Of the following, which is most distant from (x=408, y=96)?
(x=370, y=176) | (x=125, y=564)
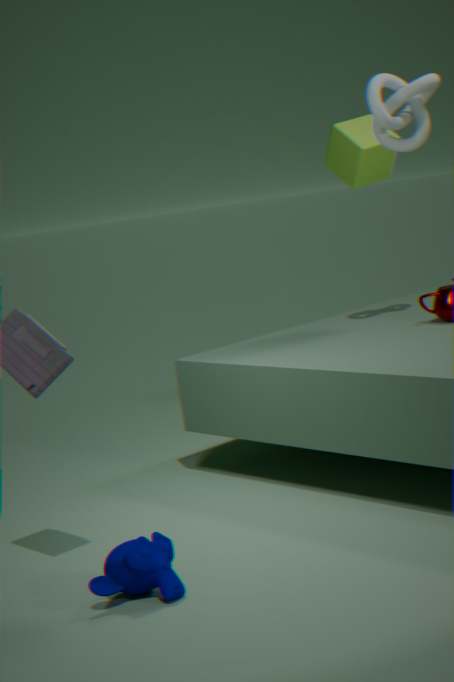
(x=125, y=564)
